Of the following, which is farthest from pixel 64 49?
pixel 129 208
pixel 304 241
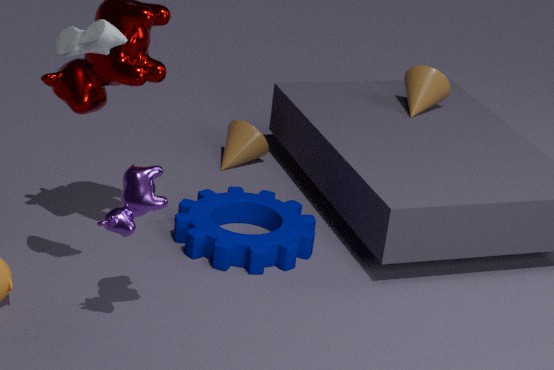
pixel 304 241
